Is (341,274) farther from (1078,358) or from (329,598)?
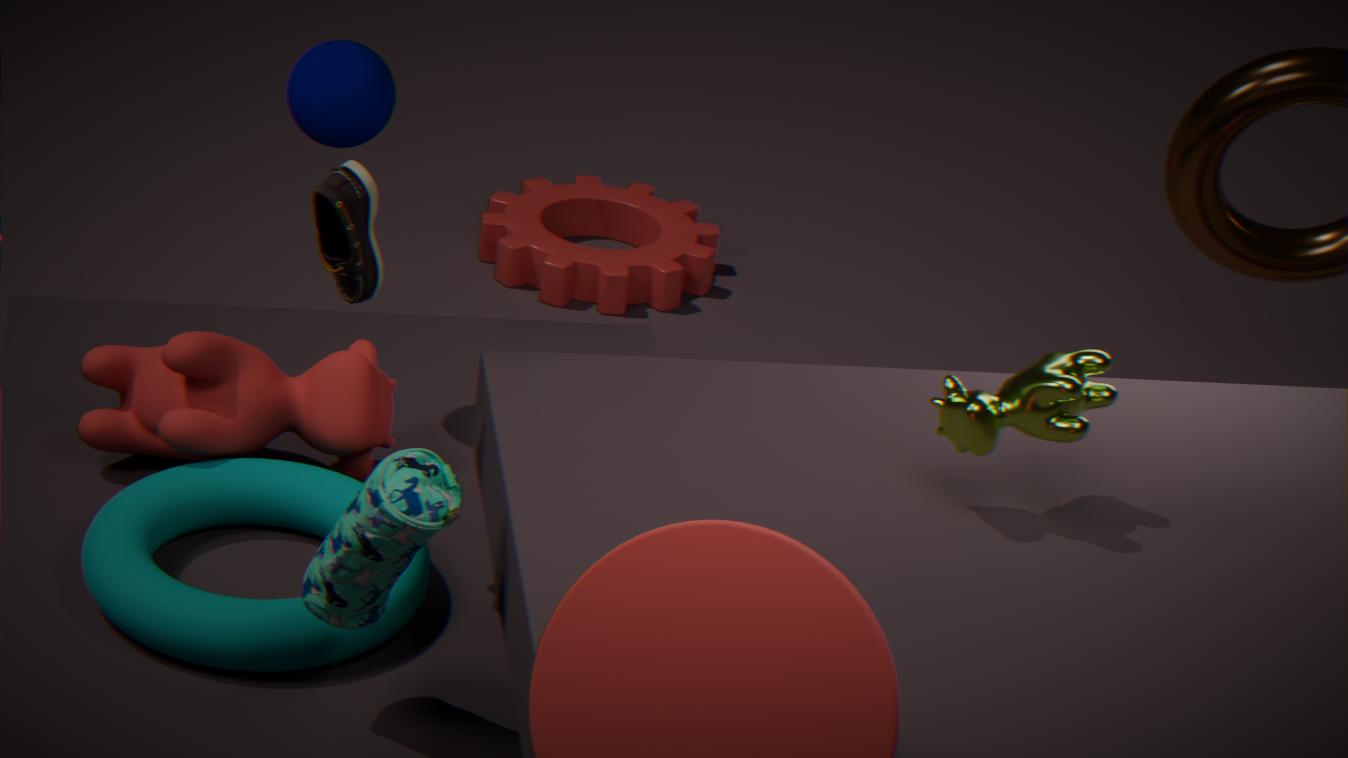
(1078,358)
